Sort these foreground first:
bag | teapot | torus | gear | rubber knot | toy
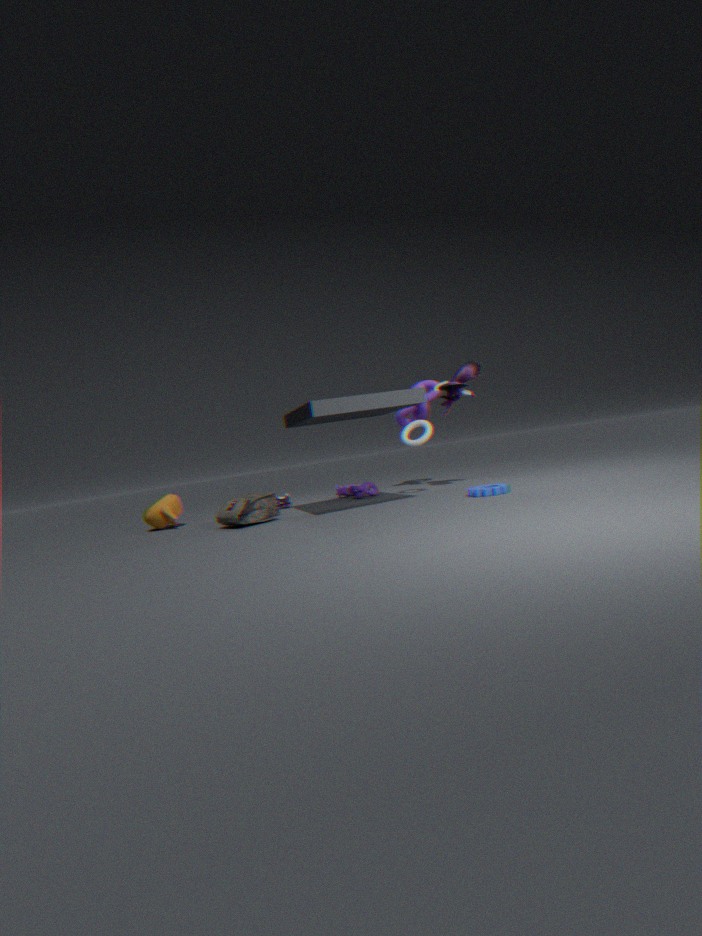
gear < bag < torus < toy < teapot < rubber knot
